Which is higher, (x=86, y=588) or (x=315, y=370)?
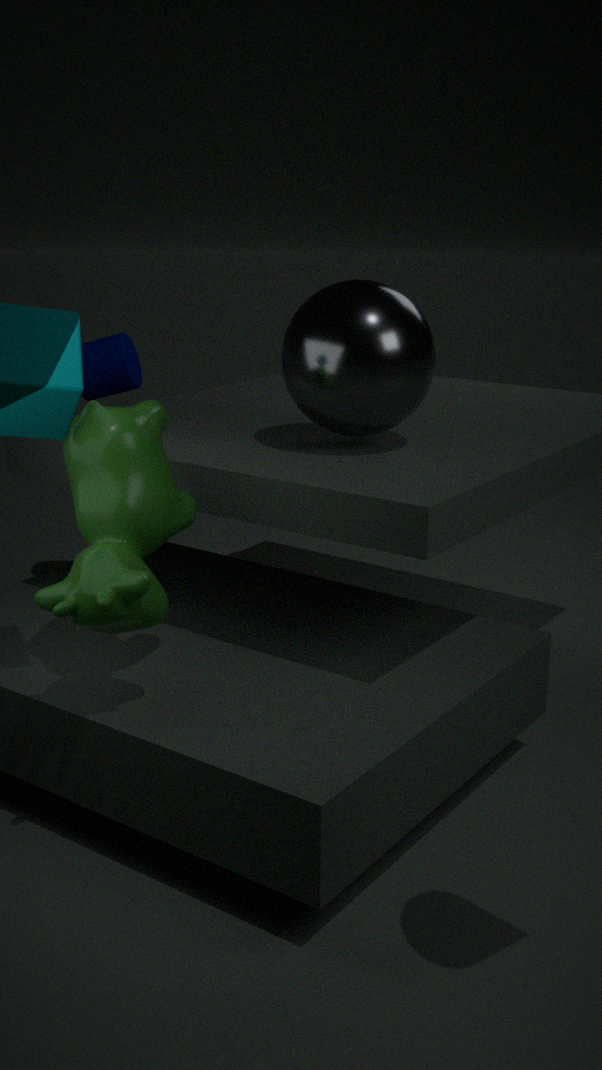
(x=315, y=370)
